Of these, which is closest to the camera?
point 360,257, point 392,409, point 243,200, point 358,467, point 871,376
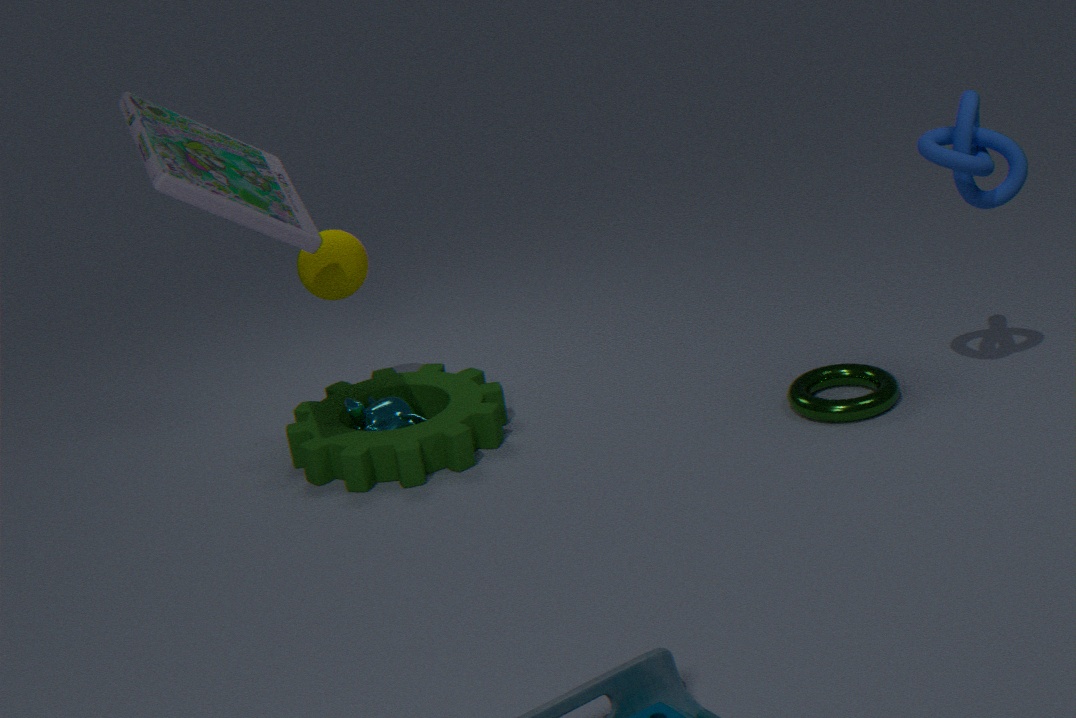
point 243,200
